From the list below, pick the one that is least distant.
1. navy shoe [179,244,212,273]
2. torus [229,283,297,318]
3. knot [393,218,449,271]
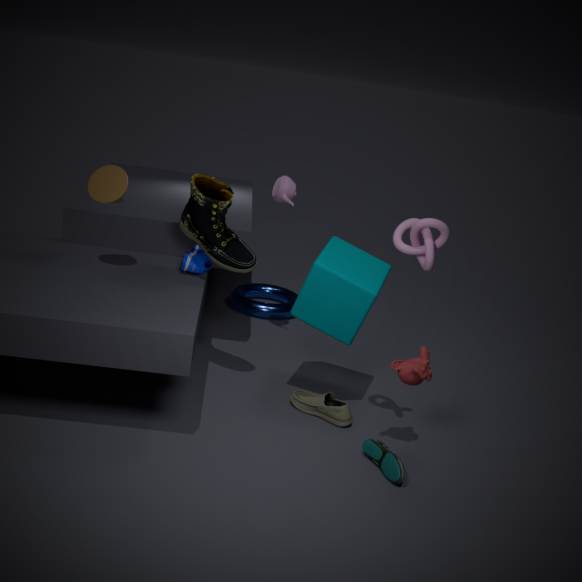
knot [393,218,449,271]
